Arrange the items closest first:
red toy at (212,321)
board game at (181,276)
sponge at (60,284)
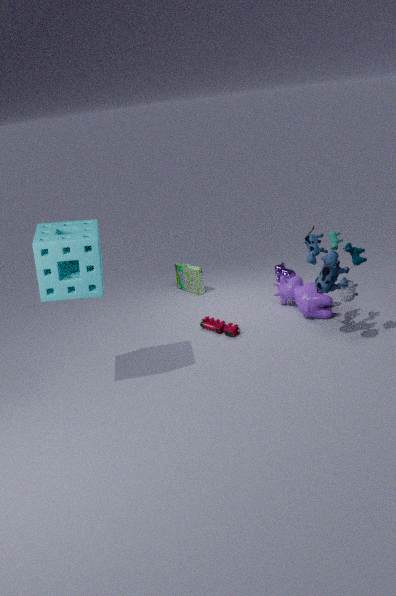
sponge at (60,284) → red toy at (212,321) → board game at (181,276)
